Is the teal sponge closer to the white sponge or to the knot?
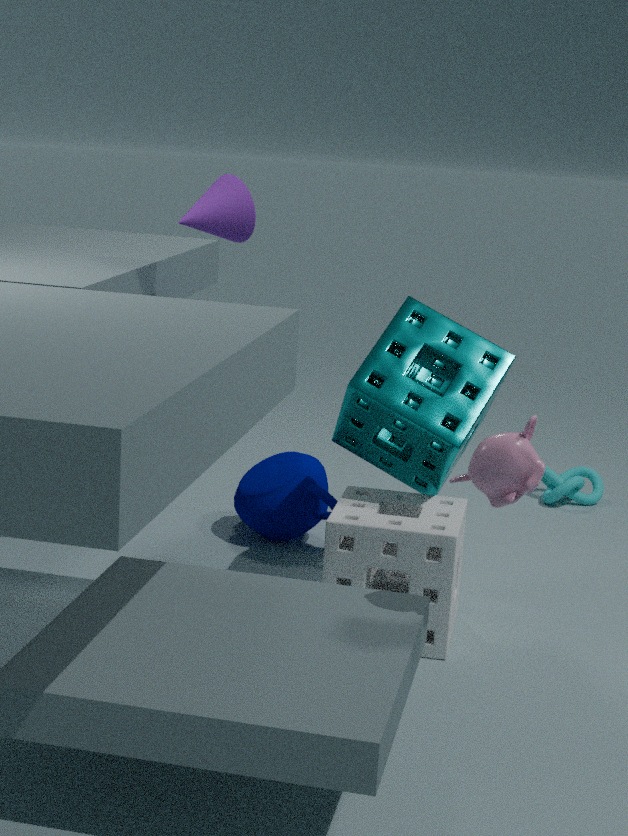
the white sponge
